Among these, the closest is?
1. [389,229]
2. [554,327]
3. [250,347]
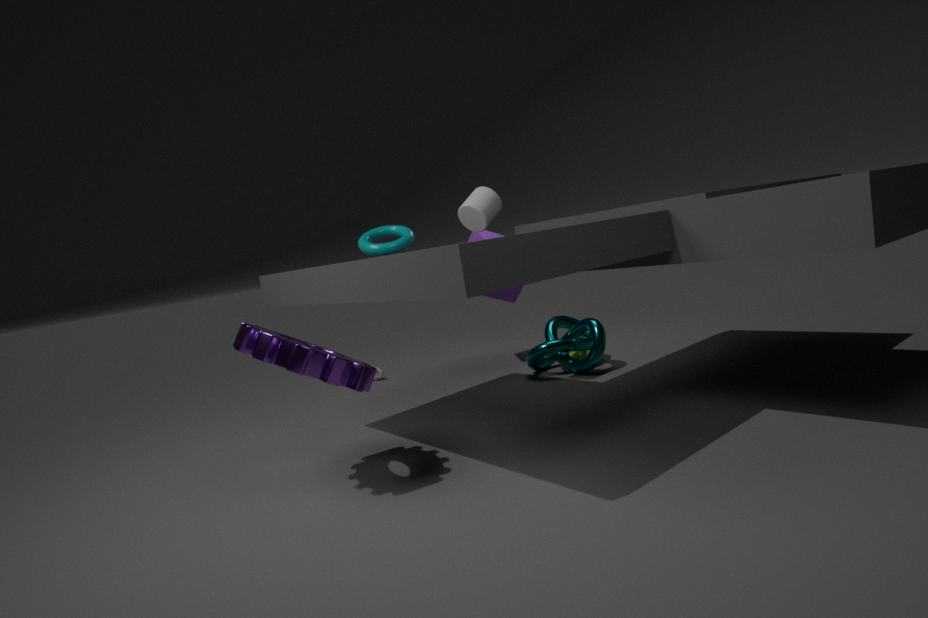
[250,347]
